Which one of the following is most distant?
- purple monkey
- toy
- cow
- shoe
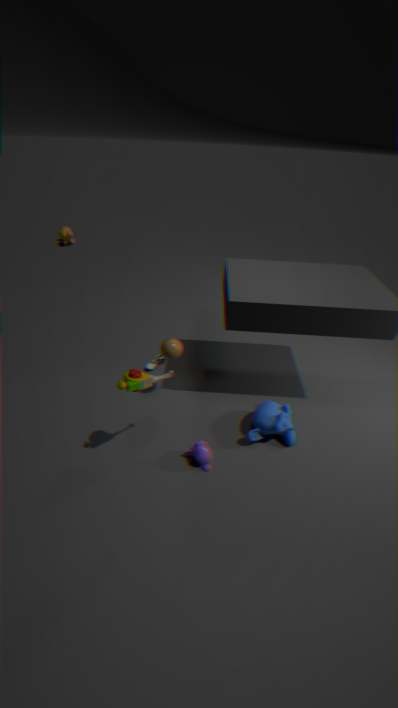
cow
